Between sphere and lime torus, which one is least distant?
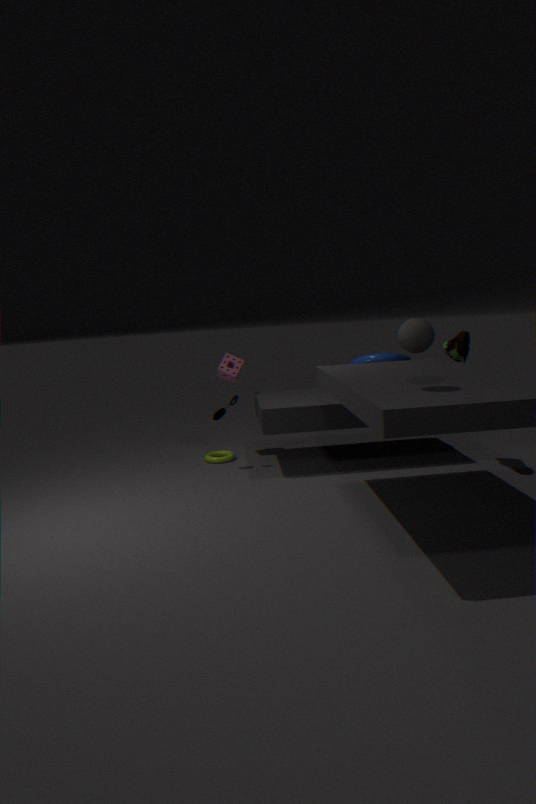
sphere
